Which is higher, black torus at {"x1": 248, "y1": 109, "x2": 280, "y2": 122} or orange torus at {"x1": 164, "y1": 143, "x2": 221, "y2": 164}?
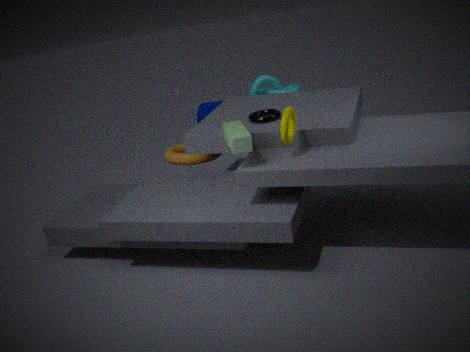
black torus at {"x1": 248, "y1": 109, "x2": 280, "y2": 122}
